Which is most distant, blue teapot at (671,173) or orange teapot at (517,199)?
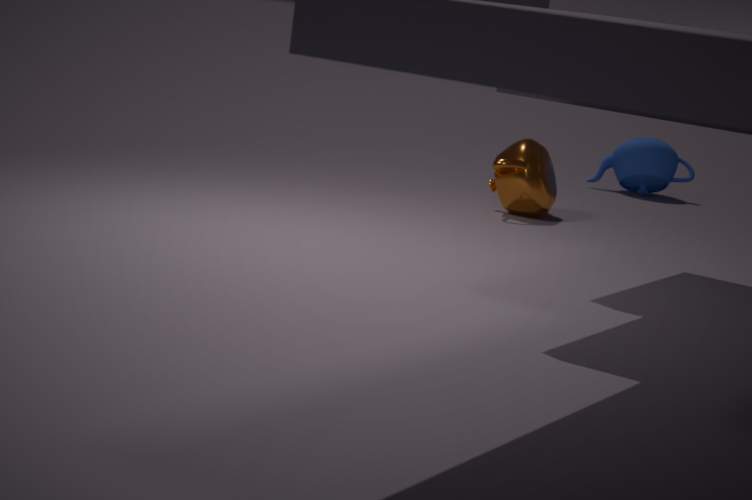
blue teapot at (671,173)
